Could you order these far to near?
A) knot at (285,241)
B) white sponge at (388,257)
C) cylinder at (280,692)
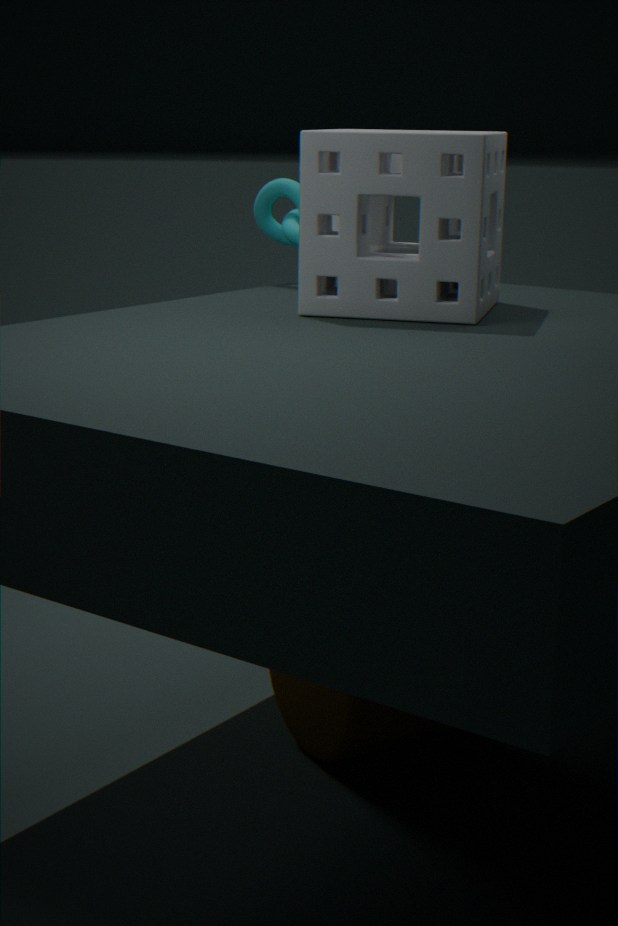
1. knot at (285,241)
2. white sponge at (388,257)
3. cylinder at (280,692)
